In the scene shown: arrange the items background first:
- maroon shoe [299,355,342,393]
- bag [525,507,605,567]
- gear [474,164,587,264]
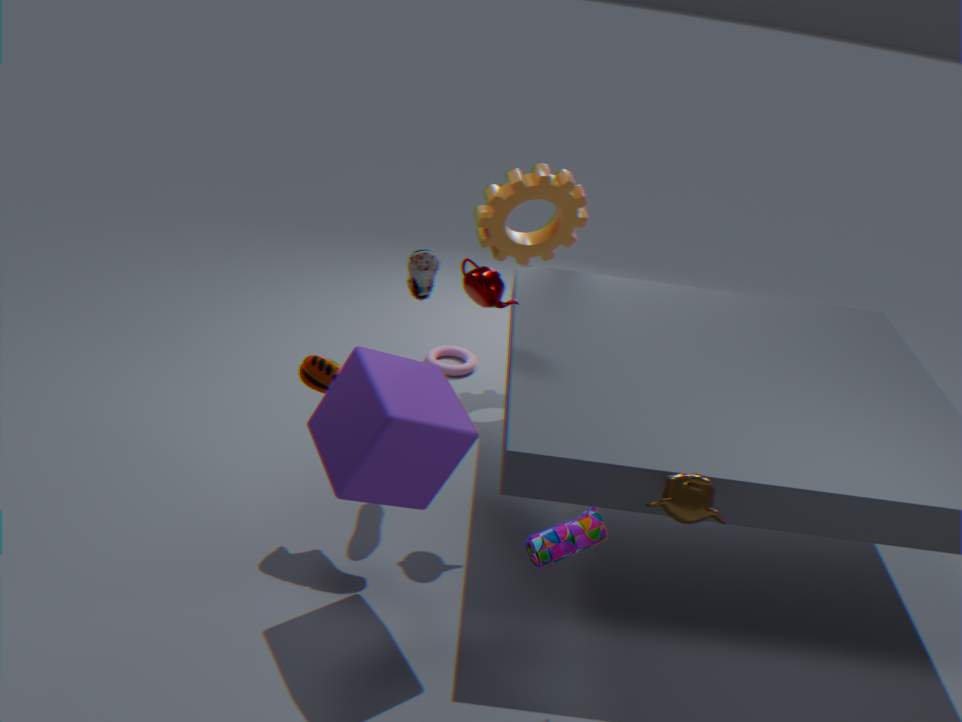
1. gear [474,164,587,264]
2. maroon shoe [299,355,342,393]
3. bag [525,507,605,567]
